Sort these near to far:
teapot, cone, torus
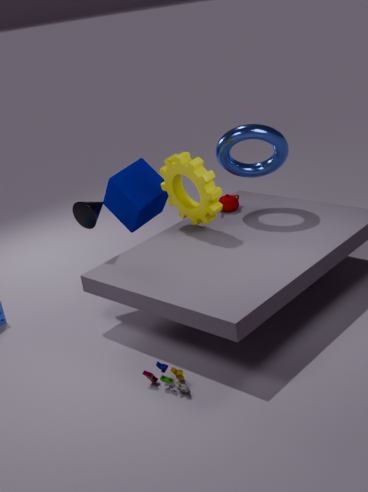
cone, torus, teapot
